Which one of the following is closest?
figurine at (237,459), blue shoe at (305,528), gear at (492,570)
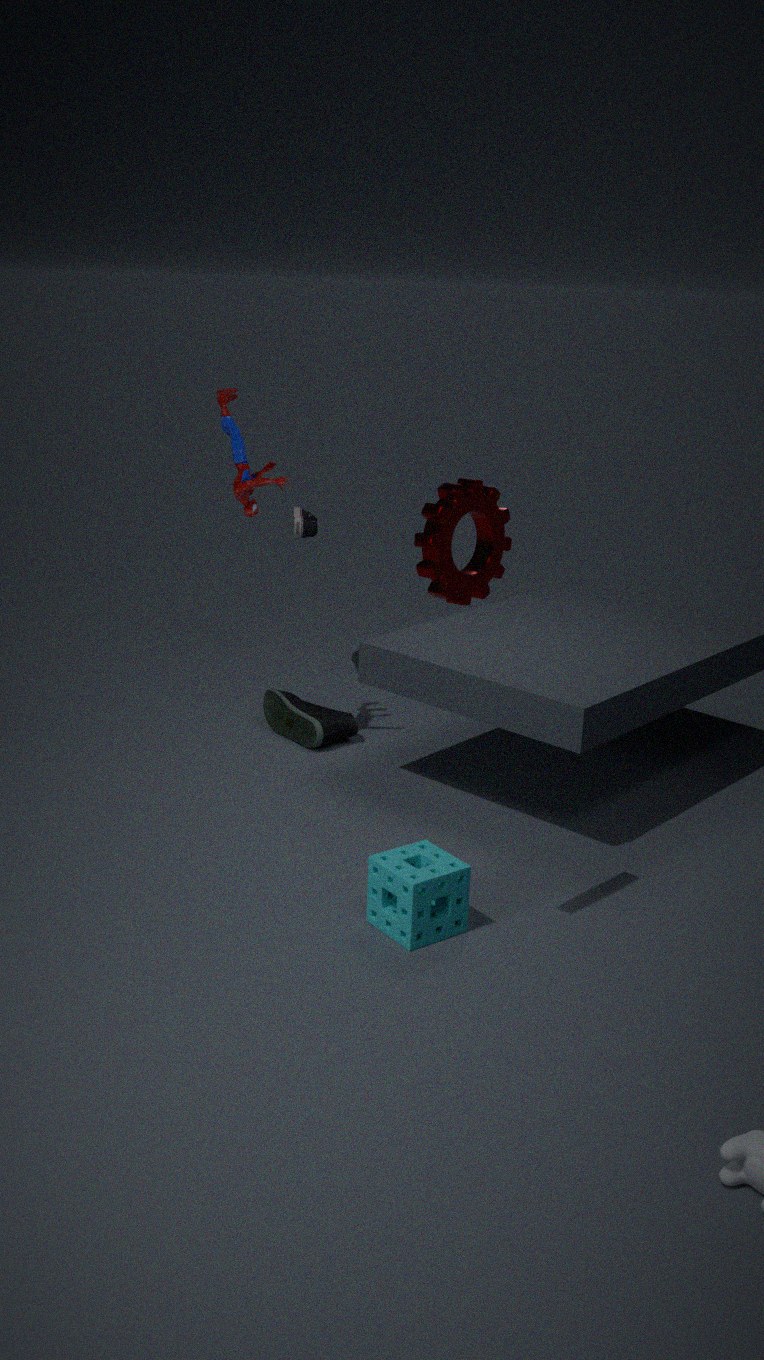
gear at (492,570)
